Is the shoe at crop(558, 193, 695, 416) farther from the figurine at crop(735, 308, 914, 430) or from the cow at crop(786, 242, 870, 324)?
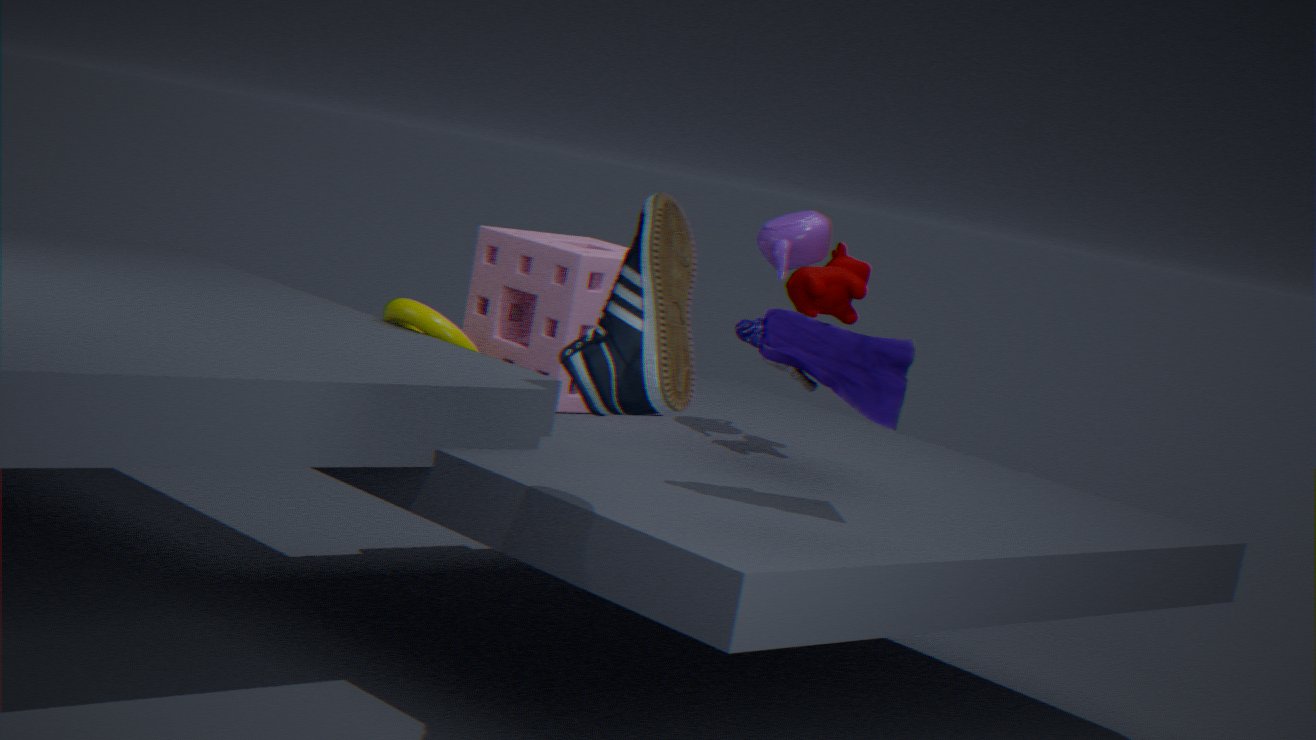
the cow at crop(786, 242, 870, 324)
